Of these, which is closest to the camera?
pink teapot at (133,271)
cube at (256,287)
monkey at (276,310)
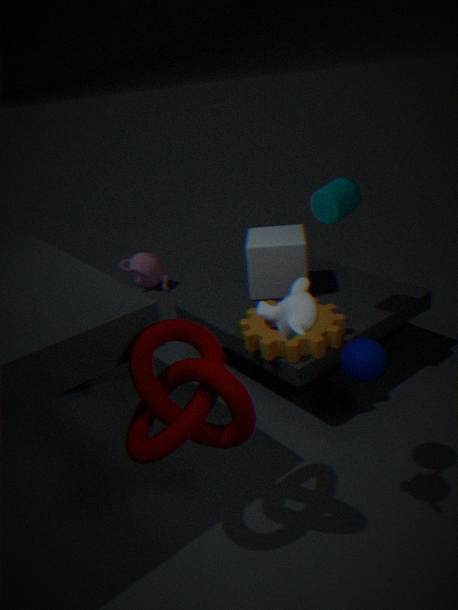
monkey at (276,310)
